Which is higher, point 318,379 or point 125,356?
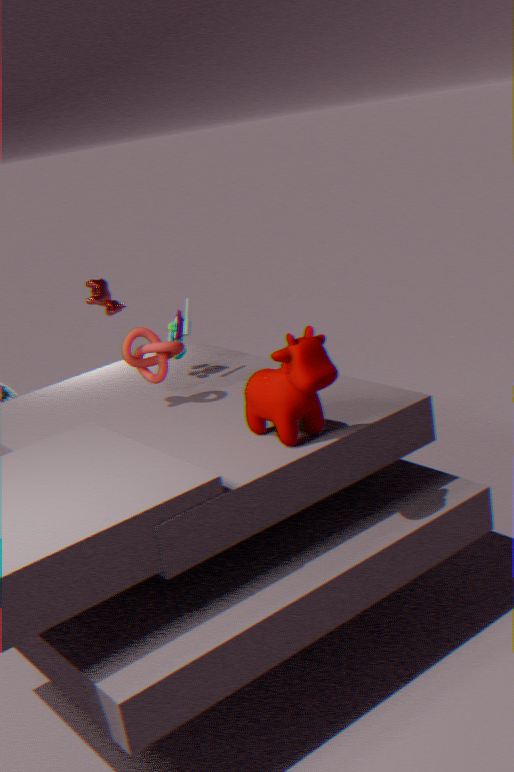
point 125,356
